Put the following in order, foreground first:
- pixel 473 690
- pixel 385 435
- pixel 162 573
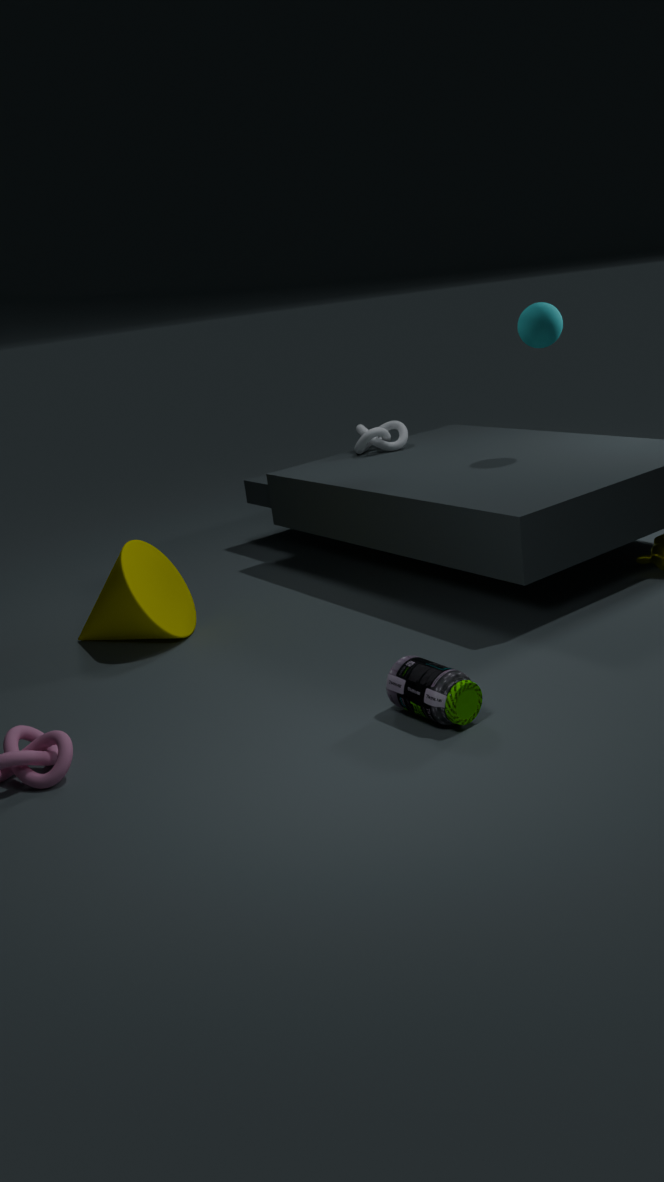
pixel 473 690, pixel 162 573, pixel 385 435
